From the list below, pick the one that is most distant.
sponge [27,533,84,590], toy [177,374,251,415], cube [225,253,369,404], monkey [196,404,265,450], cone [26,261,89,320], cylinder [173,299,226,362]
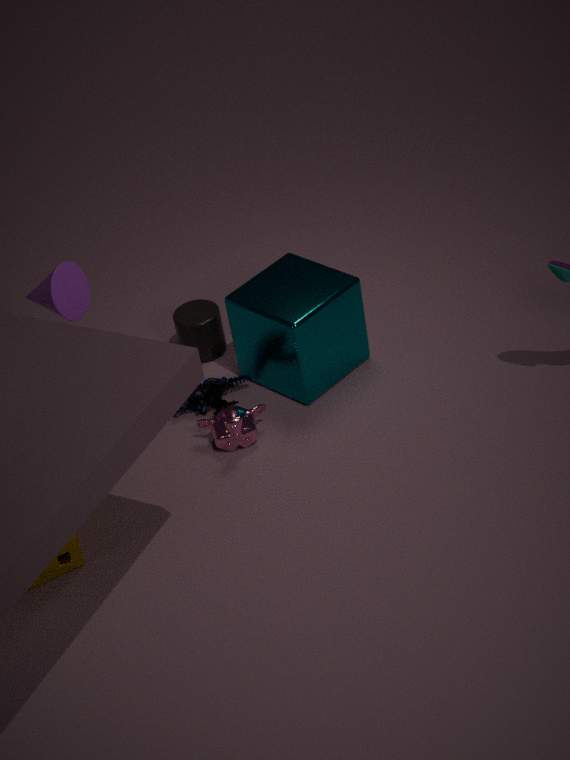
cylinder [173,299,226,362]
